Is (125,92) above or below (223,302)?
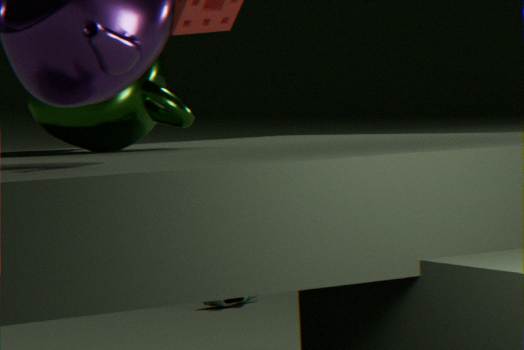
above
